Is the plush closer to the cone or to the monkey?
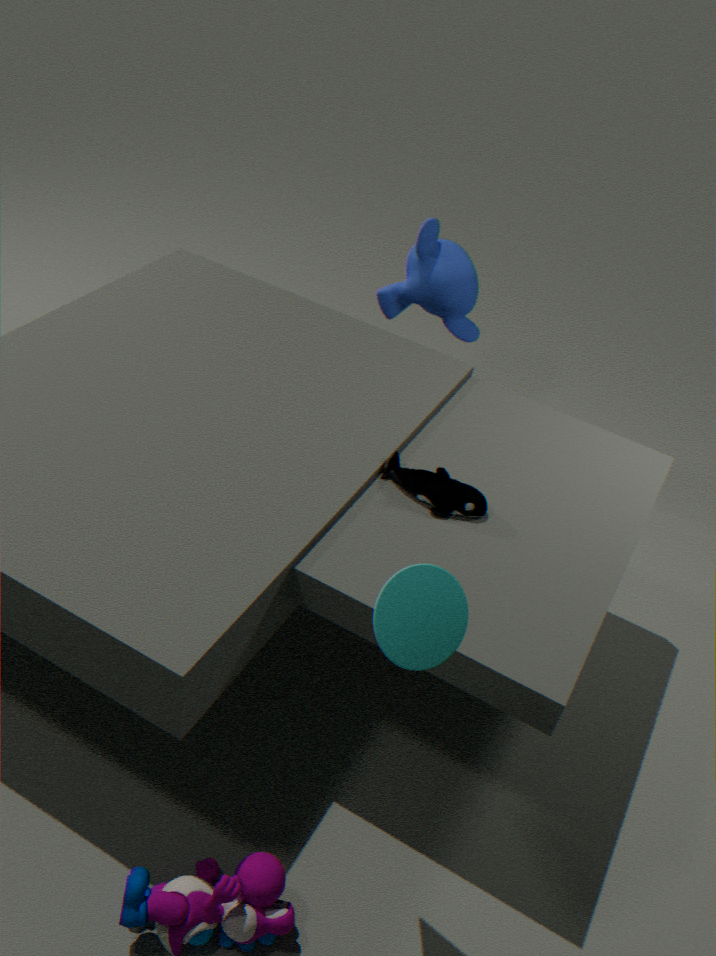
the cone
